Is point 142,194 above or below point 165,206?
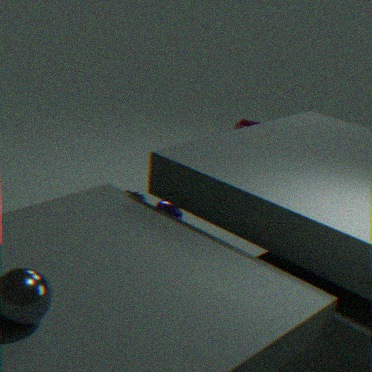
below
